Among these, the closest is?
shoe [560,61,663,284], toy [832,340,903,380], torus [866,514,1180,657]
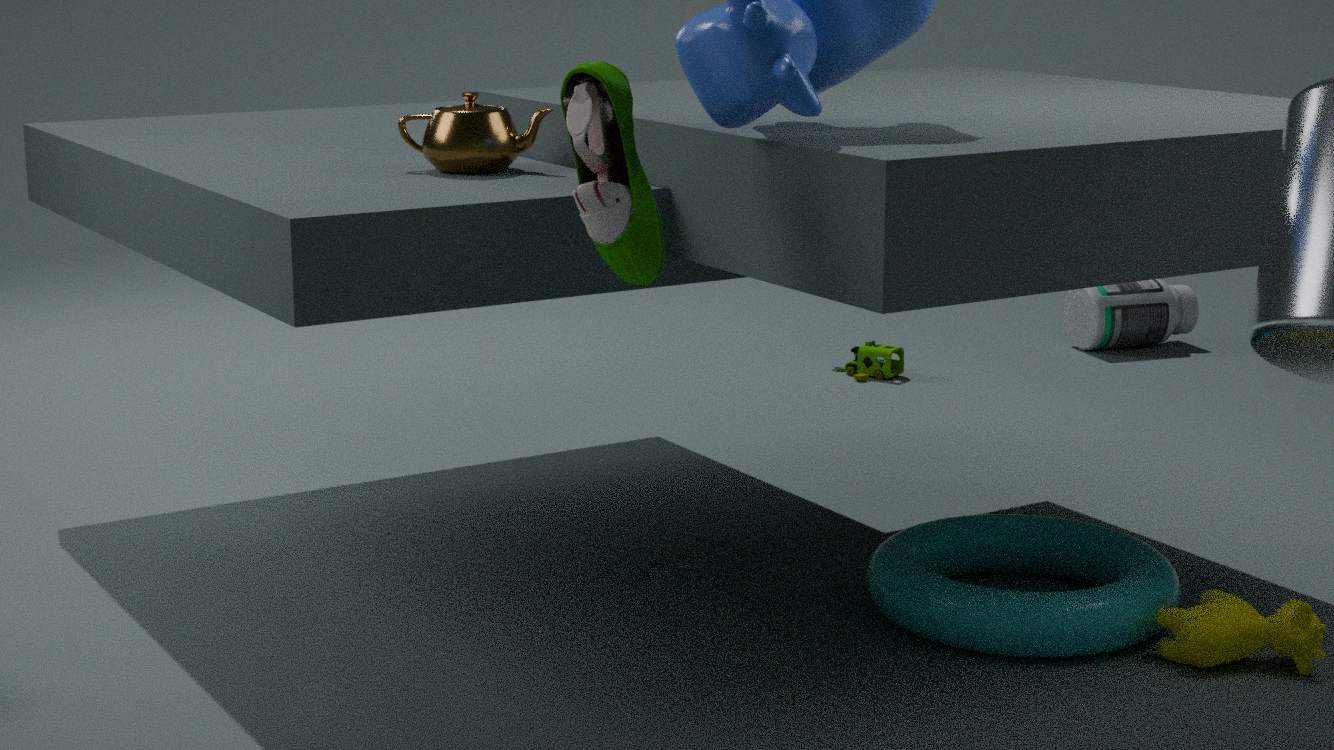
shoe [560,61,663,284]
